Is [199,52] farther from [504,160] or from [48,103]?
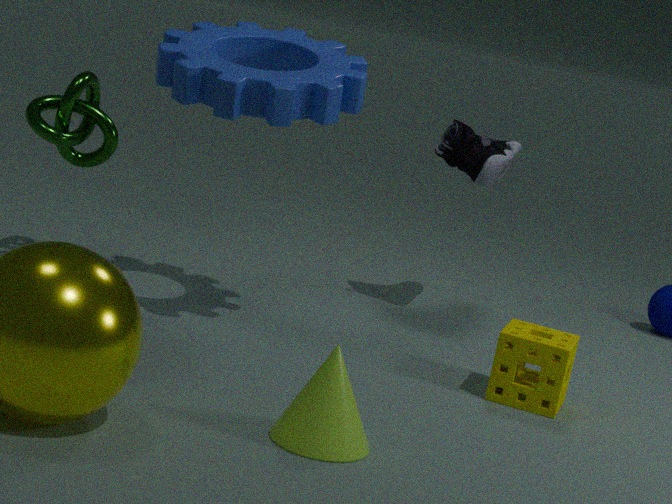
[504,160]
